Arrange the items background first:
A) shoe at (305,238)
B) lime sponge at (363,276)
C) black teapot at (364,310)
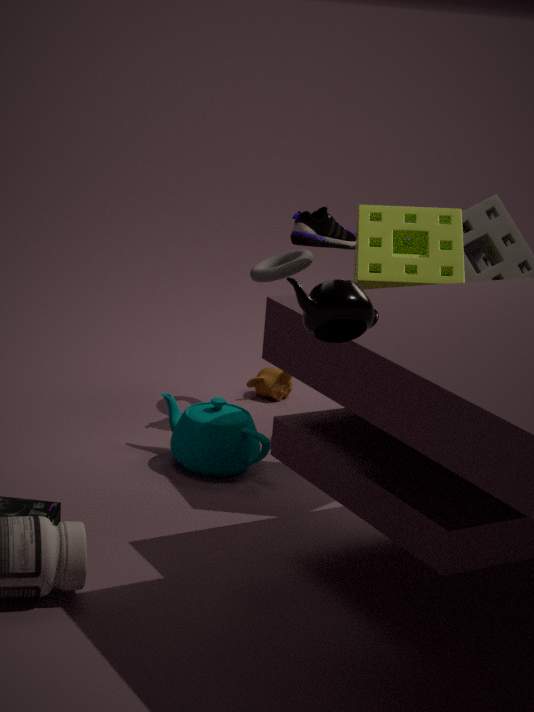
1. shoe at (305,238)
2. lime sponge at (363,276)
3. black teapot at (364,310)
